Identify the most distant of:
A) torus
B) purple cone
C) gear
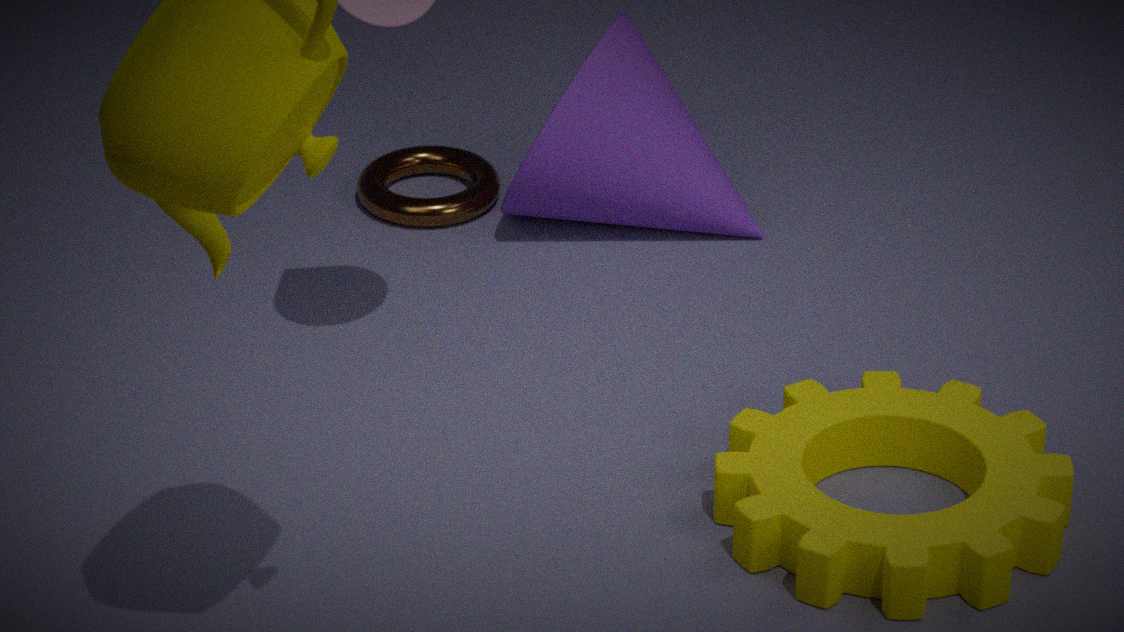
torus
